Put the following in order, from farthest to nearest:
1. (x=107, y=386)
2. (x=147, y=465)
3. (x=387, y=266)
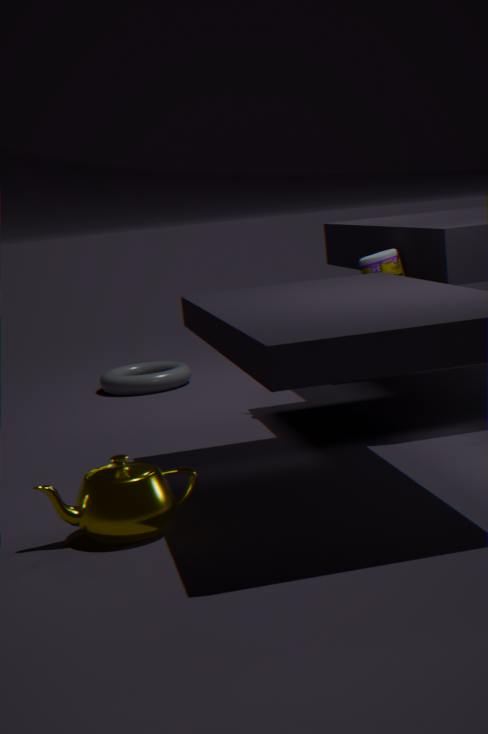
(x=107, y=386)
(x=387, y=266)
(x=147, y=465)
